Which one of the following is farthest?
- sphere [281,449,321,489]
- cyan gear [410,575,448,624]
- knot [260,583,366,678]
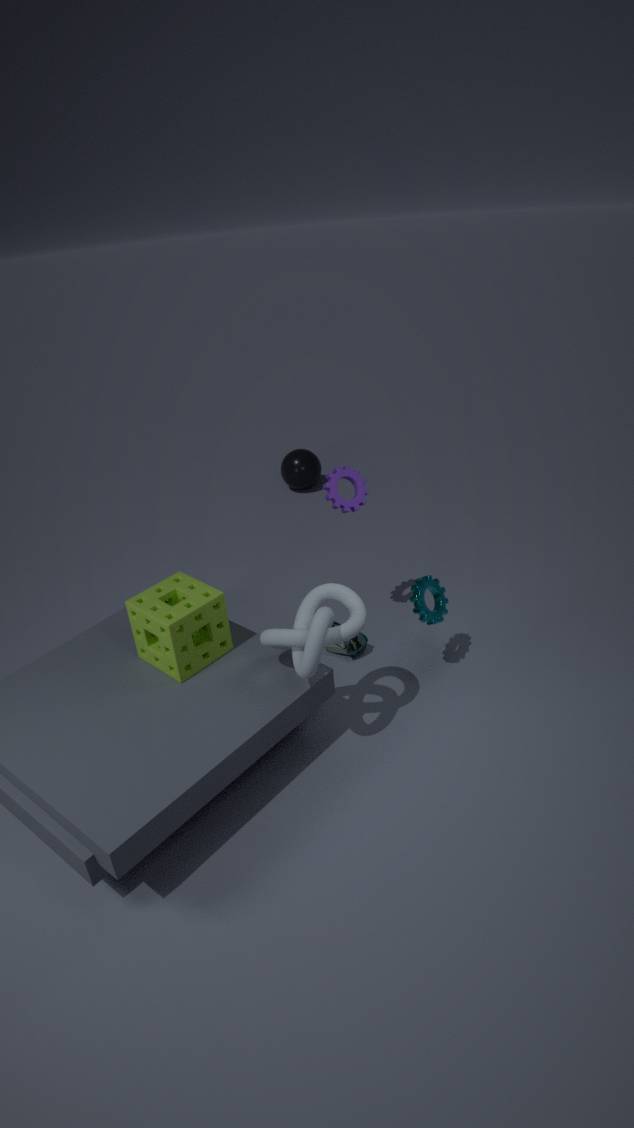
sphere [281,449,321,489]
